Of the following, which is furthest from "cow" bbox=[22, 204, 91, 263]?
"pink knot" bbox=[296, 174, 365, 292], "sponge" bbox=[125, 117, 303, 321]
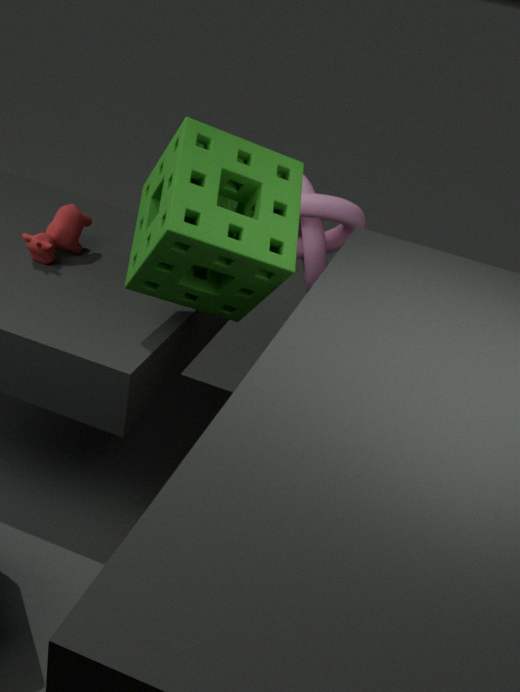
"pink knot" bbox=[296, 174, 365, 292]
